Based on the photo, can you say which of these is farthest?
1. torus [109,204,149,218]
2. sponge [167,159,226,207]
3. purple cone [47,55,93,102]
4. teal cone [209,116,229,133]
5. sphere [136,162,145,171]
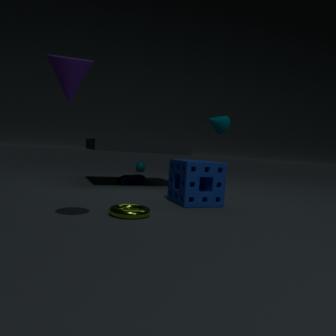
sphere [136,162,145,171]
